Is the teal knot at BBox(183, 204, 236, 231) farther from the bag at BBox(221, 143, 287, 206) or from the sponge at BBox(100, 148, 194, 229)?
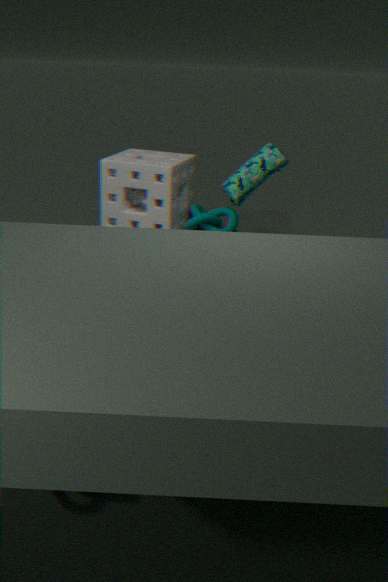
the bag at BBox(221, 143, 287, 206)
